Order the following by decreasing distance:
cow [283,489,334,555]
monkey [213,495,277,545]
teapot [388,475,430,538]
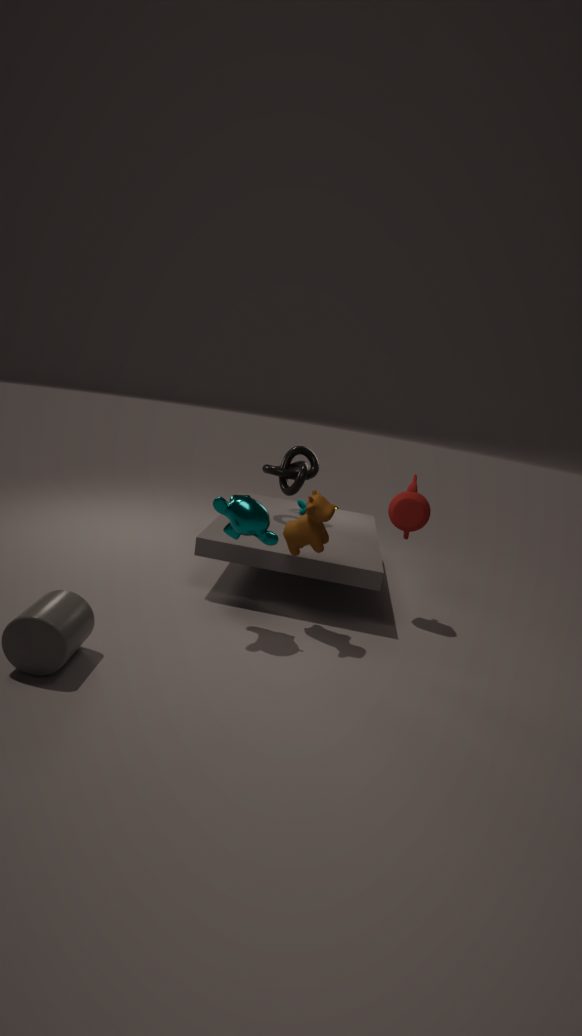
teapot [388,475,430,538] → cow [283,489,334,555] → monkey [213,495,277,545]
